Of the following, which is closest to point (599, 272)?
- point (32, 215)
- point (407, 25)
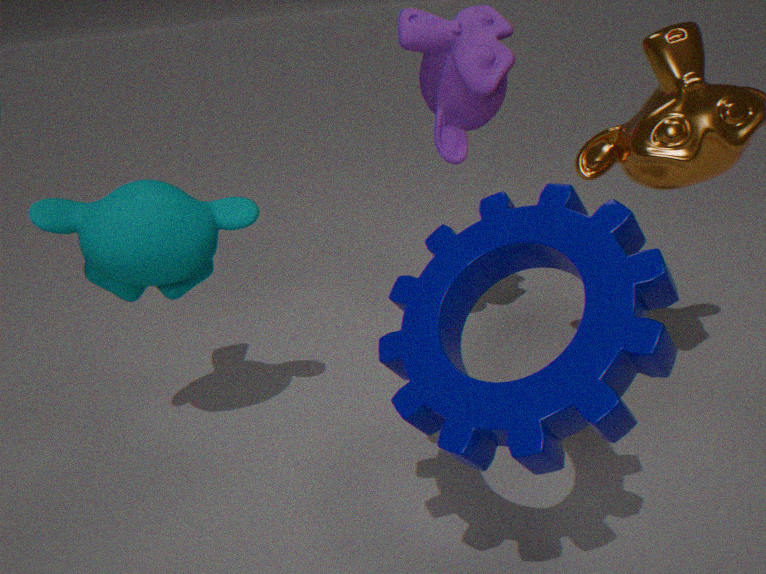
point (32, 215)
